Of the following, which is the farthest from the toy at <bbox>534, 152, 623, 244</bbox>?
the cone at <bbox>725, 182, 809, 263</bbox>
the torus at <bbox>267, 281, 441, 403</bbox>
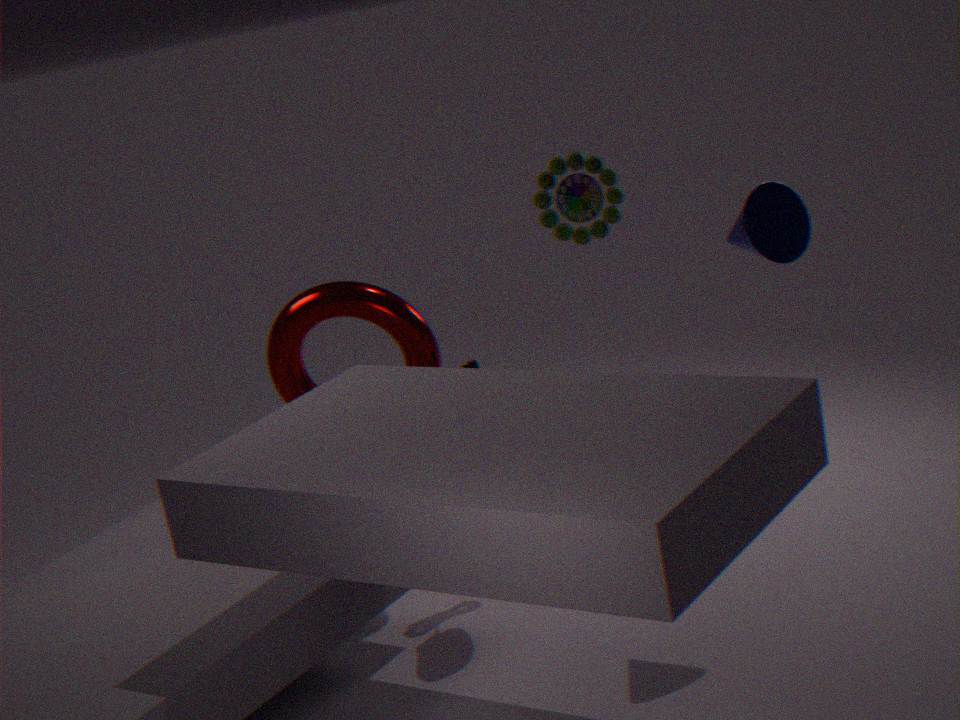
the cone at <bbox>725, 182, 809, 263</bbox>
